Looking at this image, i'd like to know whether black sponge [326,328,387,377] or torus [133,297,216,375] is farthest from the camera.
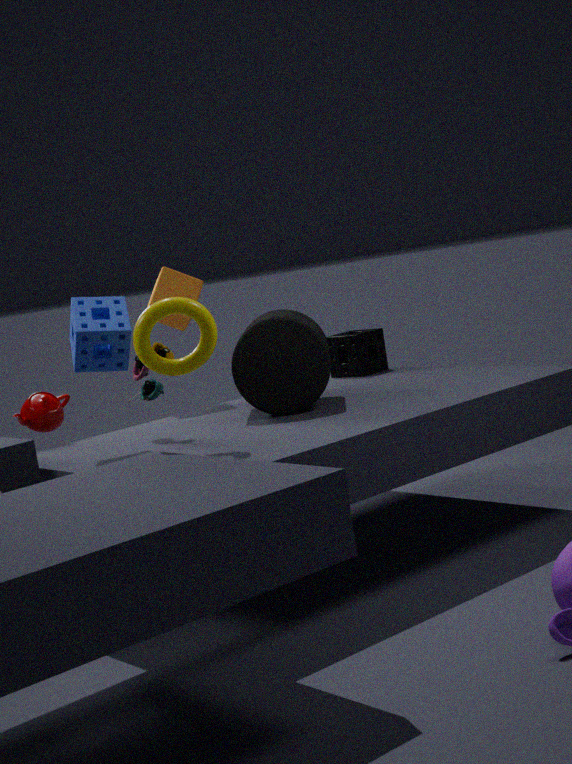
black sponge [326,328,387,377]
